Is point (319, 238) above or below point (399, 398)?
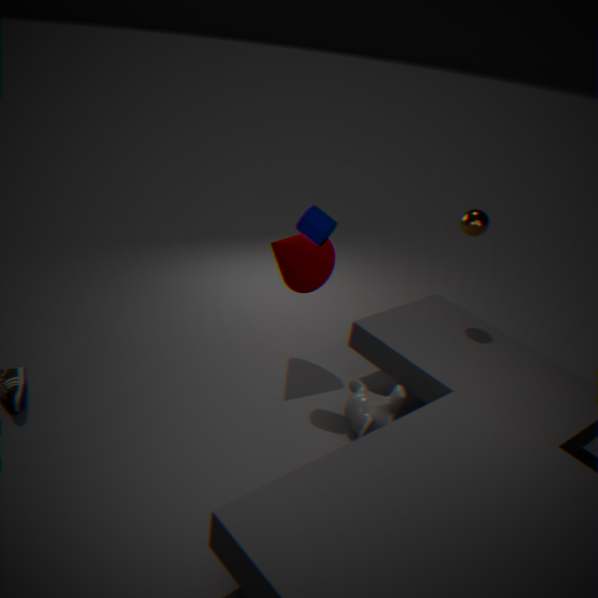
above
